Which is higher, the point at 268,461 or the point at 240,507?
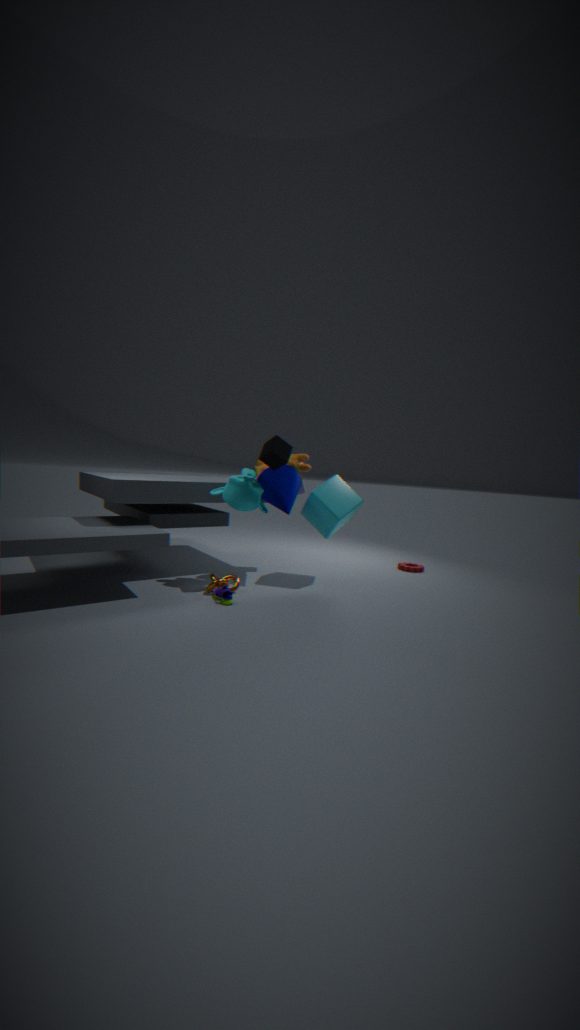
the point at 268,461
